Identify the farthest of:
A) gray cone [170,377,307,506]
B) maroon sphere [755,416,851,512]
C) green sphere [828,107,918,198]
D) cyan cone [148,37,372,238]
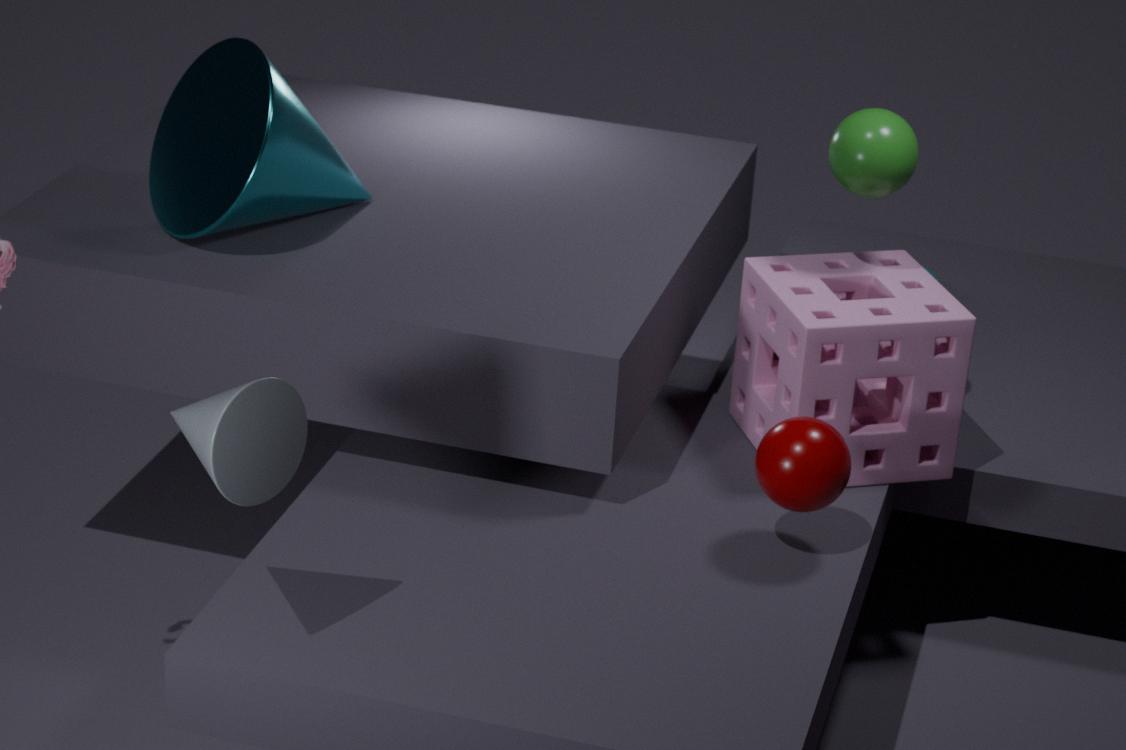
cyan cone [148,37,372,238]
